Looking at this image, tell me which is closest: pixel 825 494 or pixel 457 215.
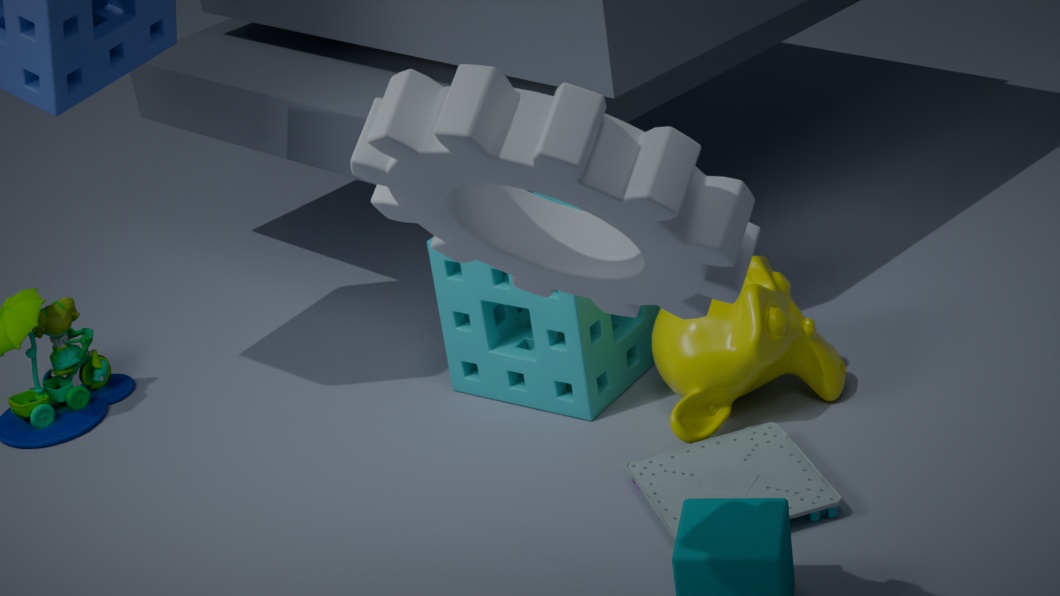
pixel 457 215
